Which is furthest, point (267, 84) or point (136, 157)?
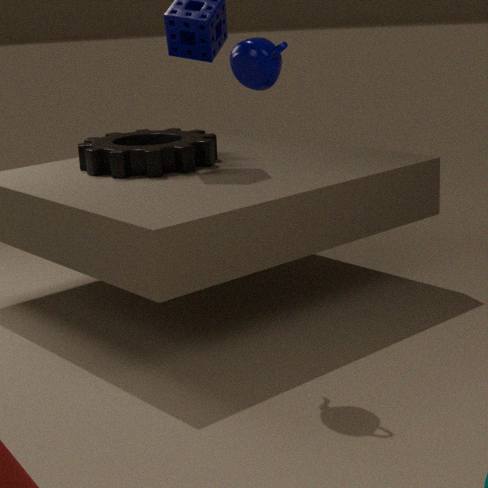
point (136, 157)
